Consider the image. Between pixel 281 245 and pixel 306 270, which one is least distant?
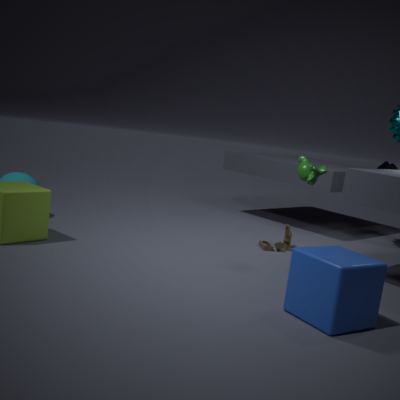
pixel 306 270
